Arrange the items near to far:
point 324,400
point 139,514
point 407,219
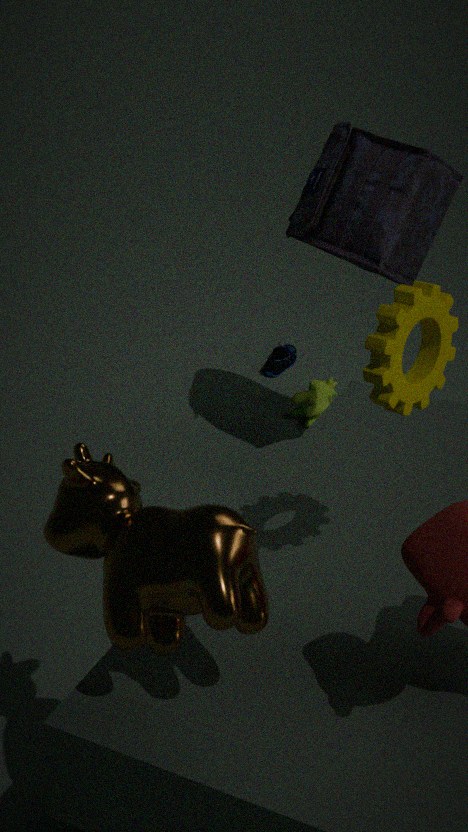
point 139,514 → point 407,219 → point 324,400
